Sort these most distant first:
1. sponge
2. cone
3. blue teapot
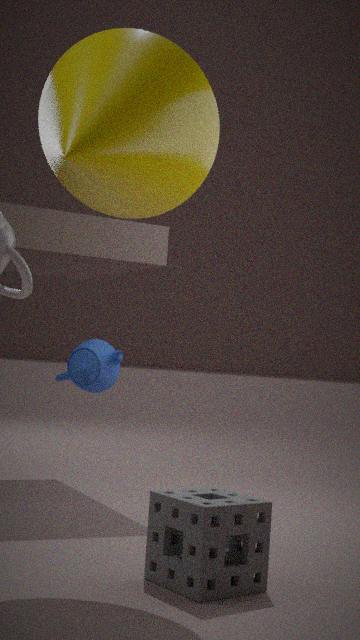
blue teapot, cone, sponge
